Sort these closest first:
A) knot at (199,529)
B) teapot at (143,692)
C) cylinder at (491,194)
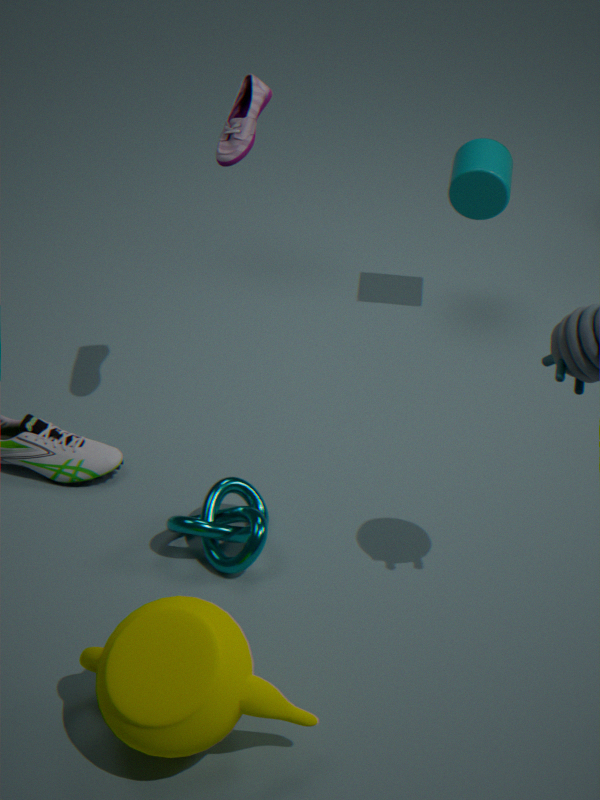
teapot at (143,692)
knot at (199,529)
cylinder at (491,194)
